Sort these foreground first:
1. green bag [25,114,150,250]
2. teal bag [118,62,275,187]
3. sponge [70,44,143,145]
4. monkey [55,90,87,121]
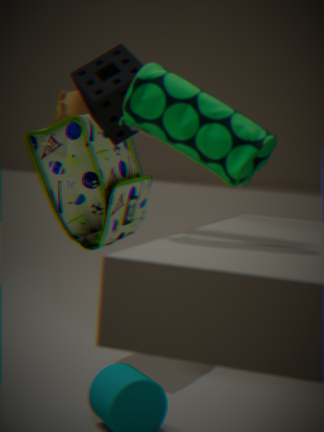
teal bag [118,62,275,187] < sponge [70,44,143,145] < green bag [25,114,150,250] < monkey [55,90,87,121]
